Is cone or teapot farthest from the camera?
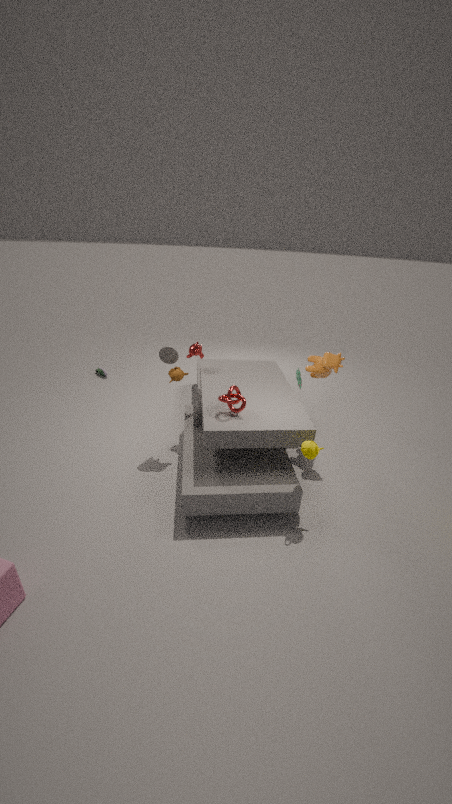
cone
